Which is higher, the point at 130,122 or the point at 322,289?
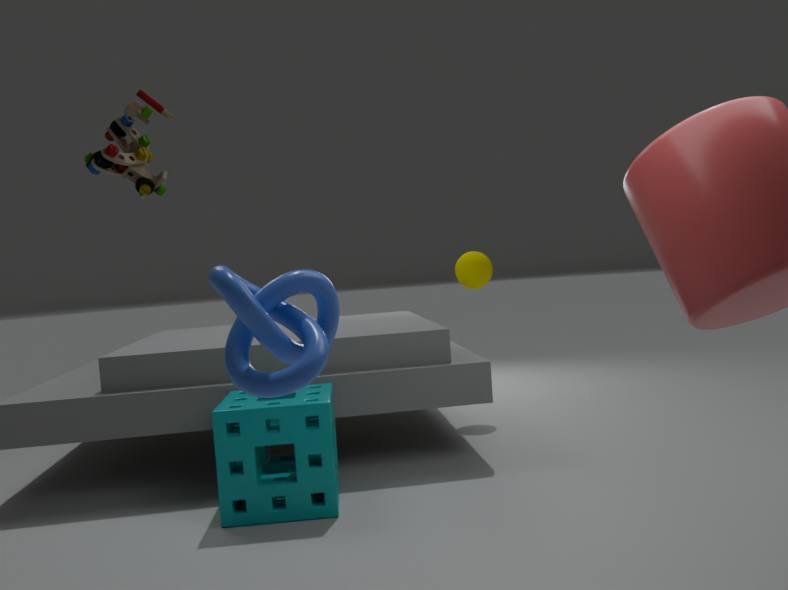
the point at 130,122
